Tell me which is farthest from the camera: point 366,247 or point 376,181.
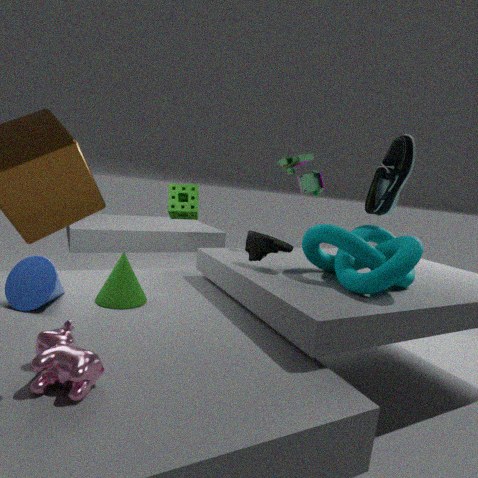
point 376,181
